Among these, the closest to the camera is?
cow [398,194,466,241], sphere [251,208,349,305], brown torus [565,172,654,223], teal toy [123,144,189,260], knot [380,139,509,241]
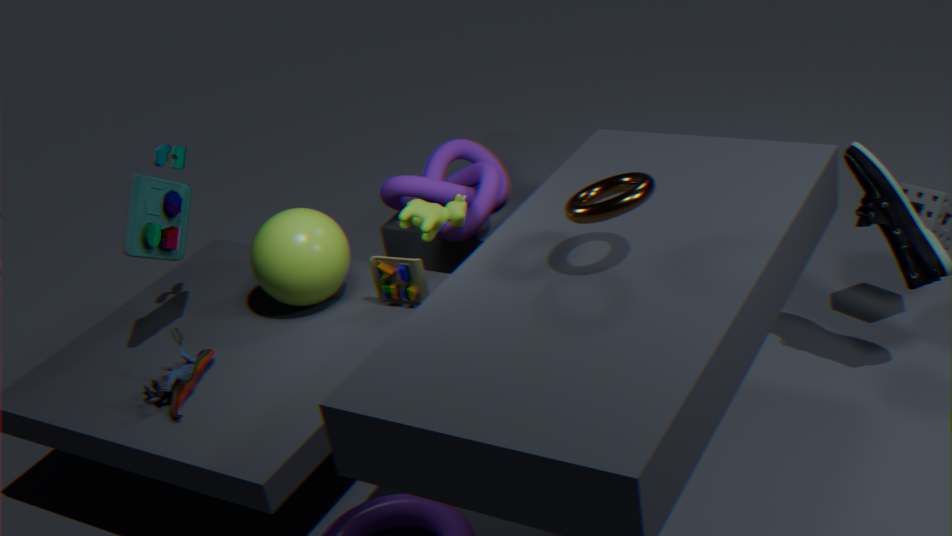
brown torus [565,172,654,223]
